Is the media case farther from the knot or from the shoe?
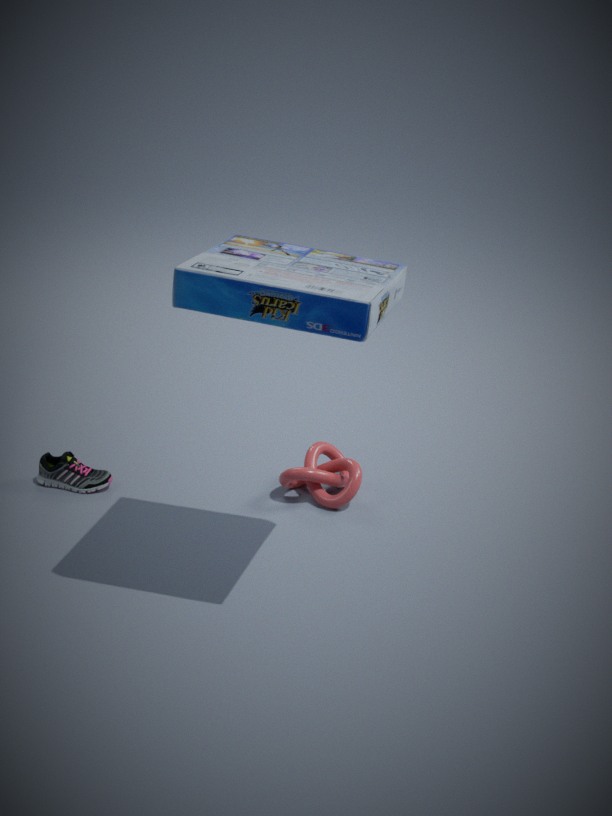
the shoe
